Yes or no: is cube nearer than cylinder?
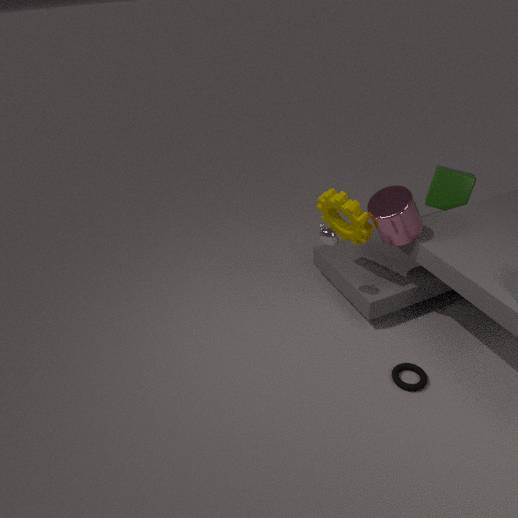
No
